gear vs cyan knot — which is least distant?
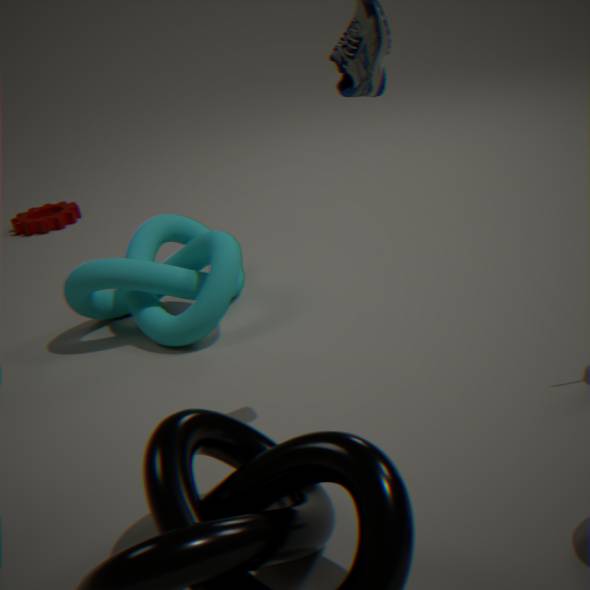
cyan knot
